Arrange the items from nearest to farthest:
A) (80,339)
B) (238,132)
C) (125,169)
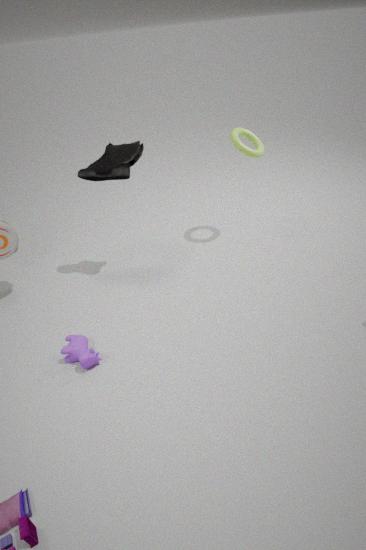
1. (80,339)
2. (125,169)
3. (238,132)
